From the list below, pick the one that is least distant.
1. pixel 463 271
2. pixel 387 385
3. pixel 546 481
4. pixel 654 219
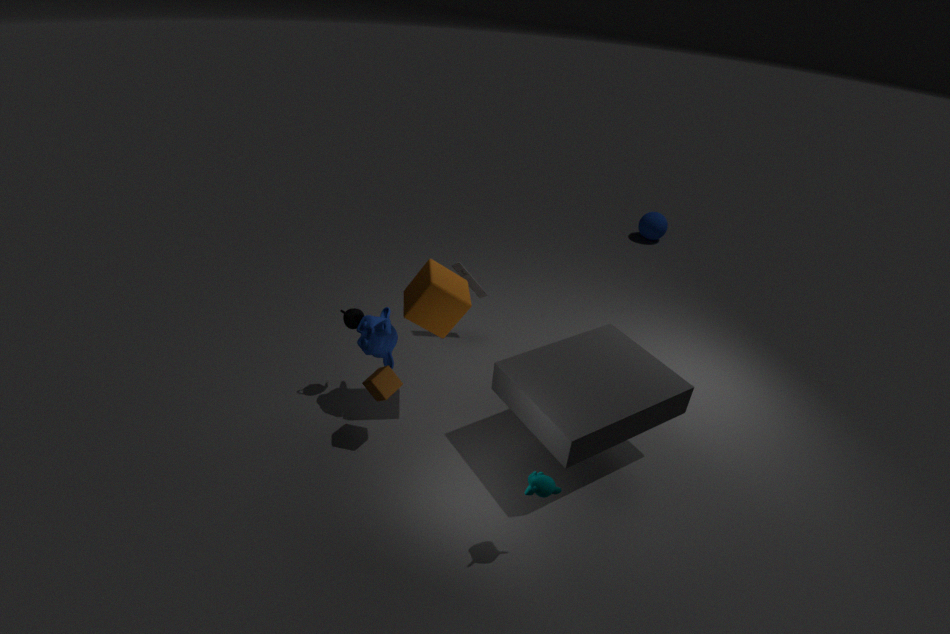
pixel 546 481
